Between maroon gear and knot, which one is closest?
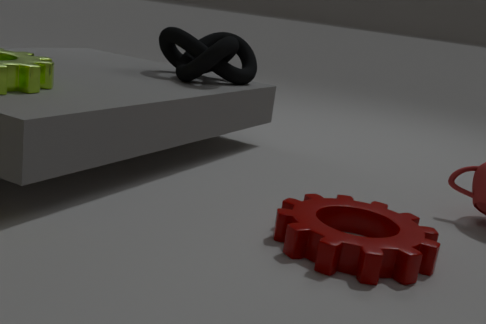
maroon gear
